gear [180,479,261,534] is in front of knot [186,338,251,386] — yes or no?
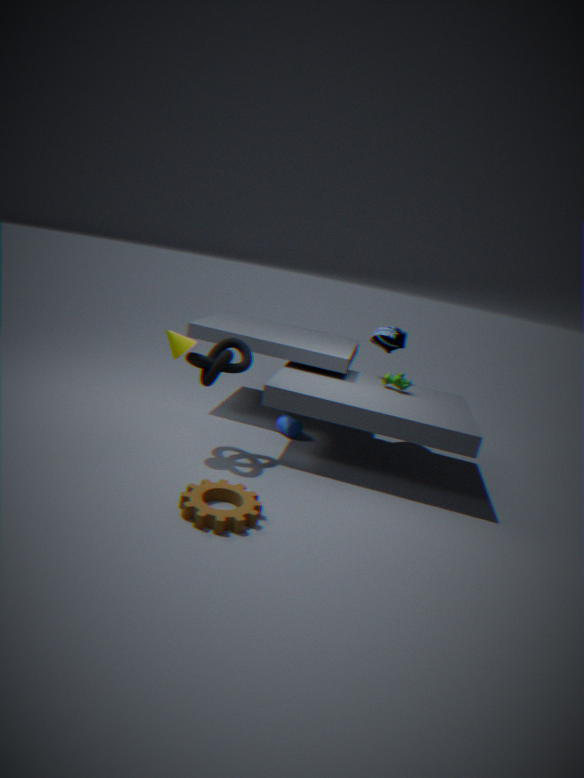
Yes
